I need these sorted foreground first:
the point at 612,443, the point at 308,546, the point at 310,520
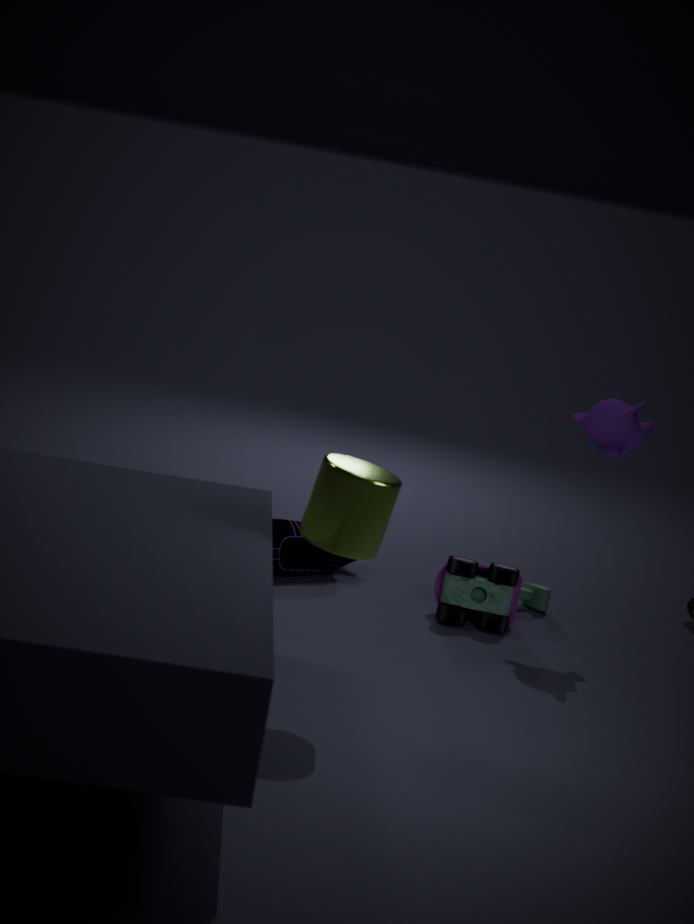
1. the point at 310,520
2. the point at 612,443
3. the point at 308,546
